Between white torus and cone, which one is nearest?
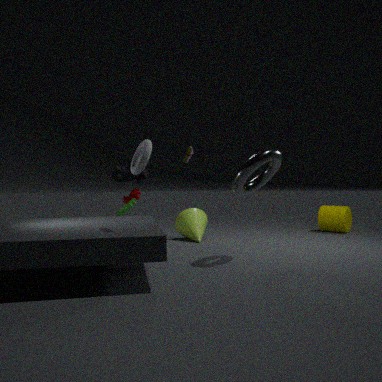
white torus
